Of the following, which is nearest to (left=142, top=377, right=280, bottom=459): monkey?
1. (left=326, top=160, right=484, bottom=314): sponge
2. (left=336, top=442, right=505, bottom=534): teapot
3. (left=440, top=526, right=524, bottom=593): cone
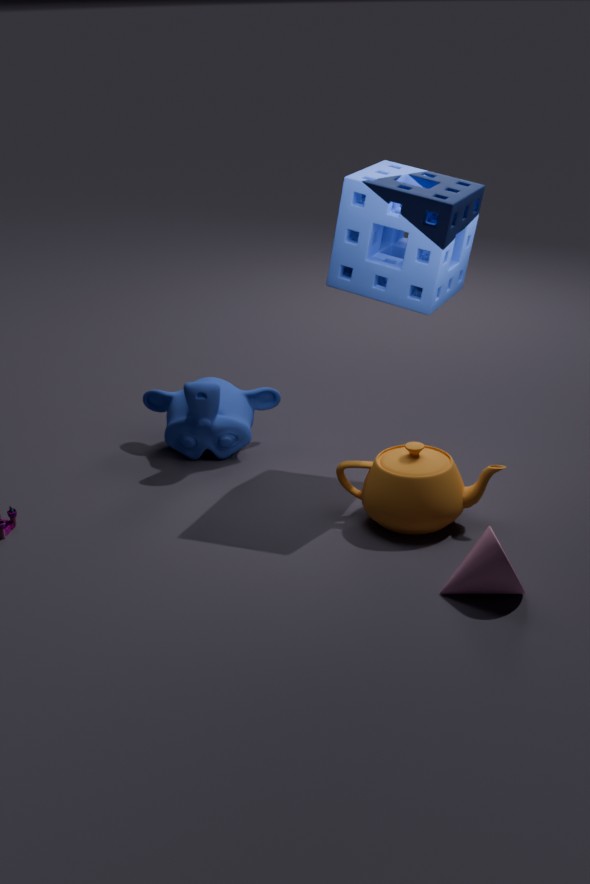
(left=336, top=442, right=505, bottom=534): teapot
